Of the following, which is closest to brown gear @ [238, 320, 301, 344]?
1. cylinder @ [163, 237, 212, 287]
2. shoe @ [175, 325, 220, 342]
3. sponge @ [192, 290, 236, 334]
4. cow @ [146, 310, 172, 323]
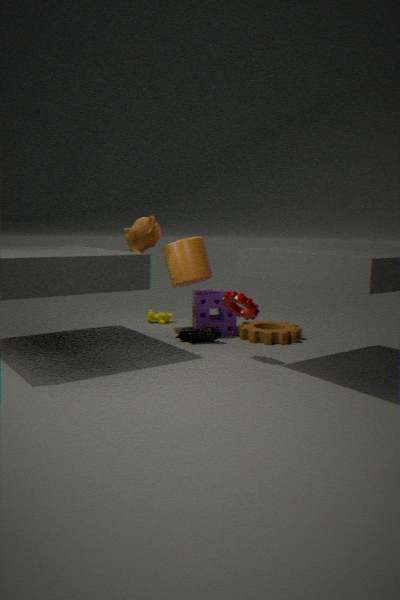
sponge @ [192, 290, 236, 334]
